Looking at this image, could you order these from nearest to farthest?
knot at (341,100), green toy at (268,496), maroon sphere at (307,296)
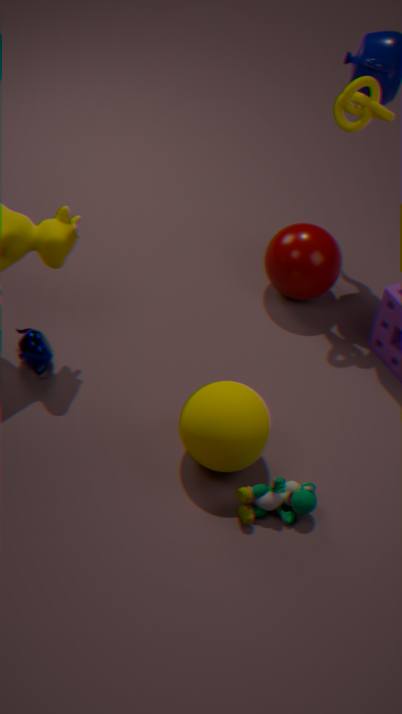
green toy at (268,496) < knot at (341,100) < maroon sphere at (307,296)
